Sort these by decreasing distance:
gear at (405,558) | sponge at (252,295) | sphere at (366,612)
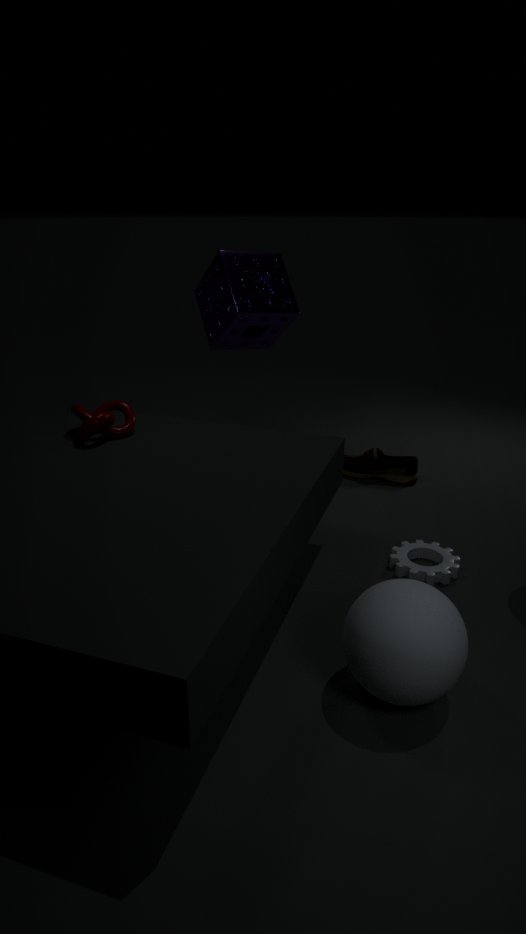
sponge at (252,295) < gear at (405,558) < sphere at (366,612)
